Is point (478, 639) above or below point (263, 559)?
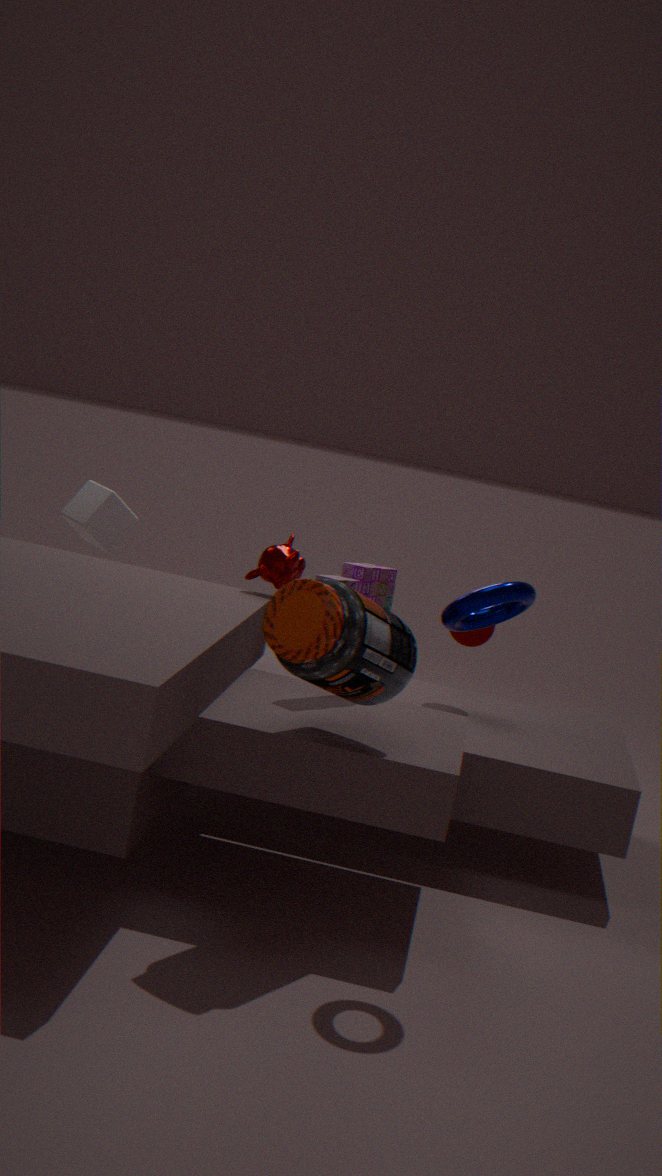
below
